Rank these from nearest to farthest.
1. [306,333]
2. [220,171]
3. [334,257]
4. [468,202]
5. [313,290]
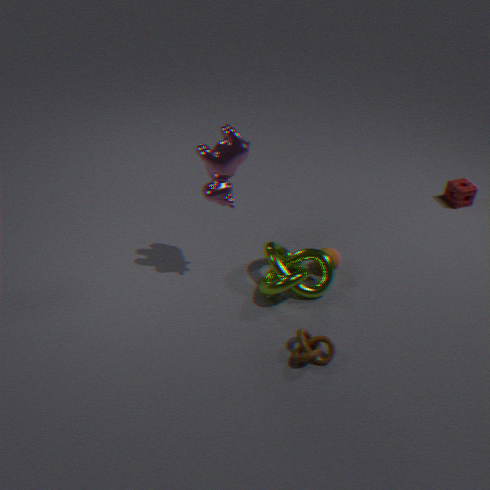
1. [220,171]
2. [306,333]
3. [313,290]
4. [334,257]
5. [468,202]
